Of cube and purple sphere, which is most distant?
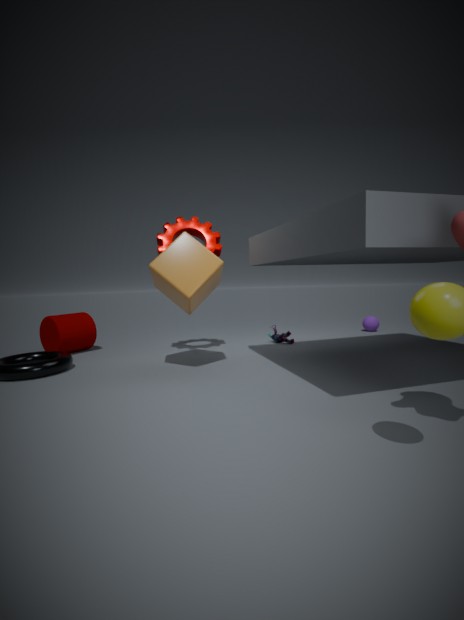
purple sphere
